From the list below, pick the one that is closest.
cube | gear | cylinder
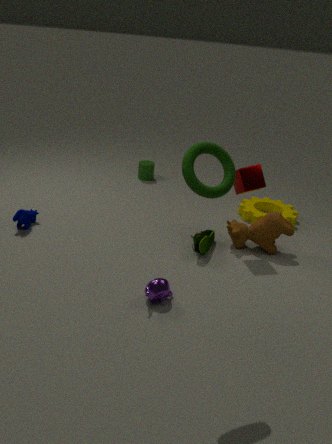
cube
